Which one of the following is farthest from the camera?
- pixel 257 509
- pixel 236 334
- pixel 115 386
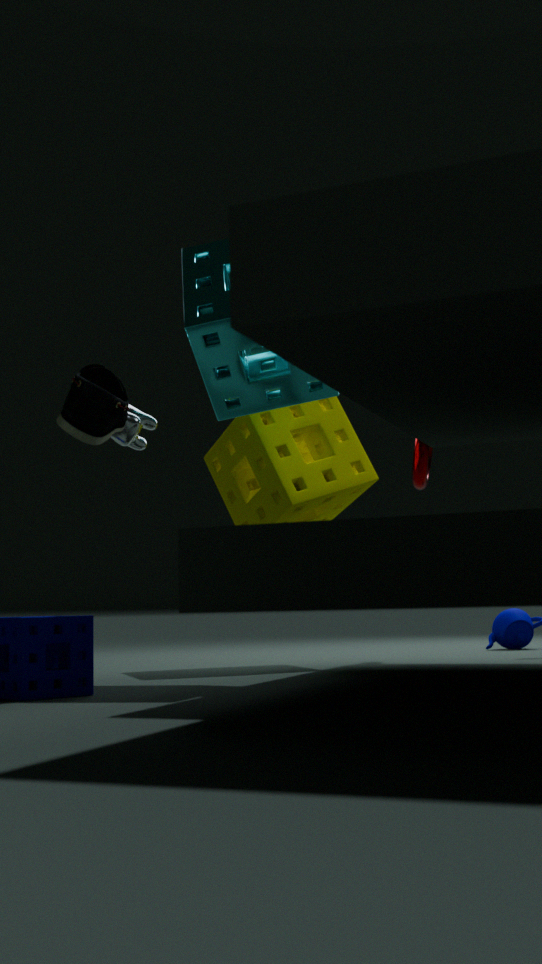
pixel 257 509
